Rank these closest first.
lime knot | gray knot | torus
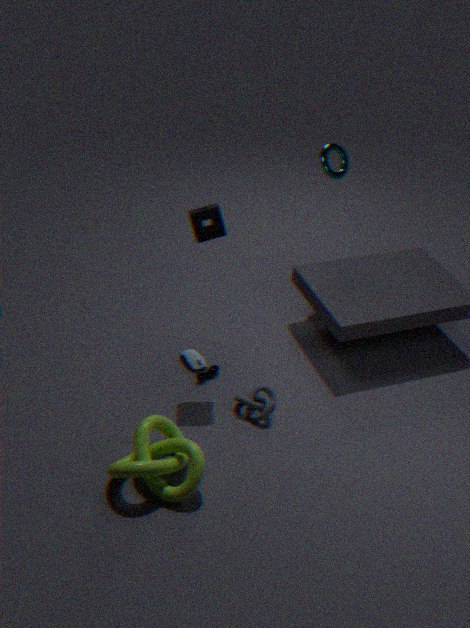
1. lime knot
2. gray knot
3. torus
